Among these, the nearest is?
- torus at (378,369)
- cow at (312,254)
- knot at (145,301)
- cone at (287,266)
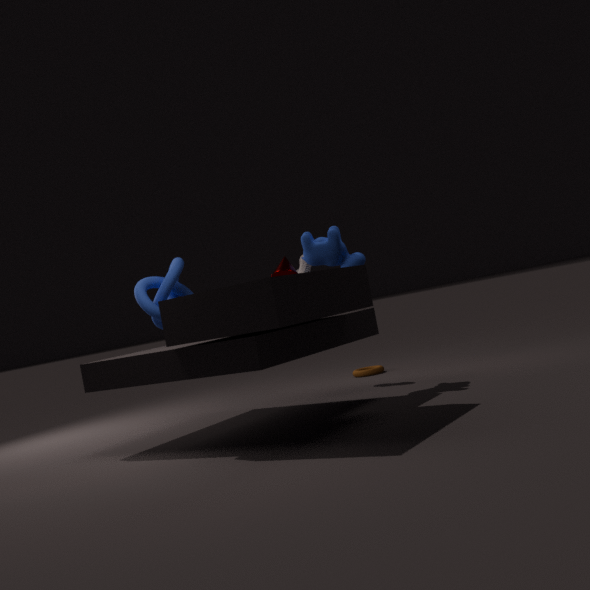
knot at (145,301)
